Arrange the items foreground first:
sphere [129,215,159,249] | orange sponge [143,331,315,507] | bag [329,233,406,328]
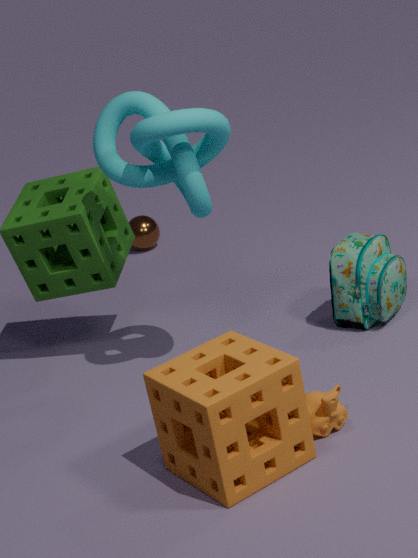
orange sponge [143,331,315,507], bag [329,233,406,328], sphere [129,215,159,249]
